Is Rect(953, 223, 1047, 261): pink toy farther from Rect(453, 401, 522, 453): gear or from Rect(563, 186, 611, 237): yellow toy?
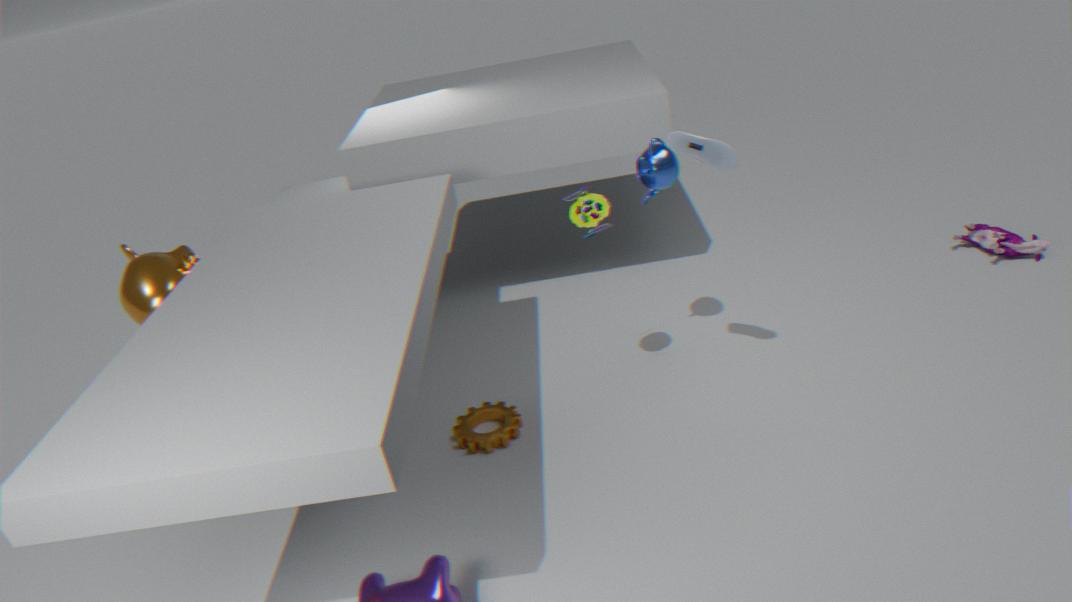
Rect(453, 401, 522, 453): gear
